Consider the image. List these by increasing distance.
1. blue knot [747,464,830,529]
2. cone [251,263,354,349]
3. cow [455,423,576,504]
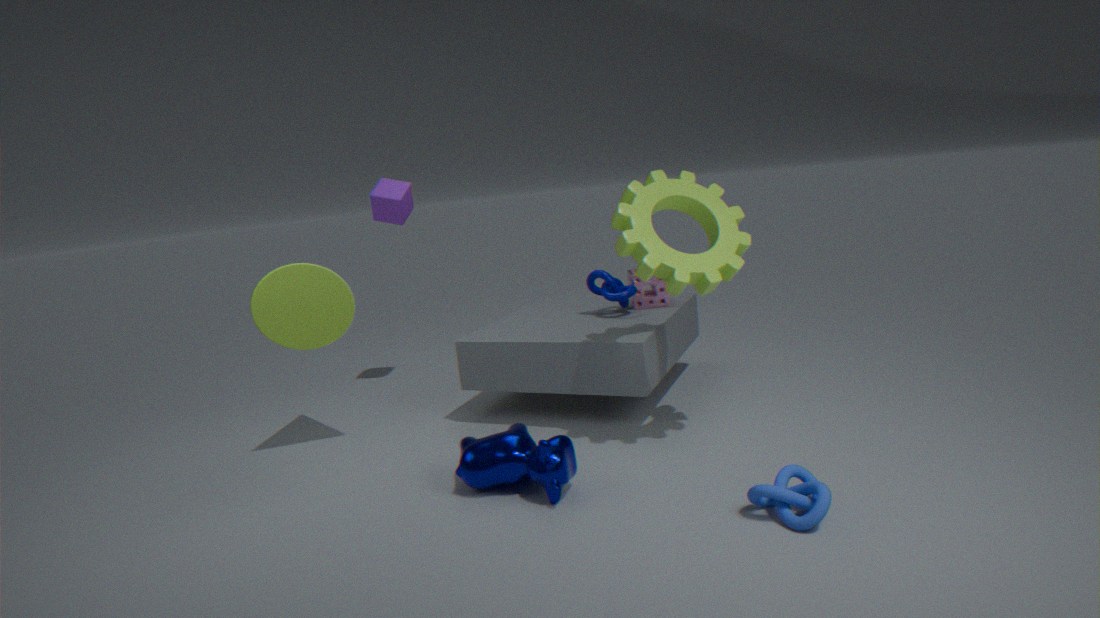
1. blue knot [747,464,830,529]
2. cow [455,423,576,504]
3. cone [251,263,354,349]
